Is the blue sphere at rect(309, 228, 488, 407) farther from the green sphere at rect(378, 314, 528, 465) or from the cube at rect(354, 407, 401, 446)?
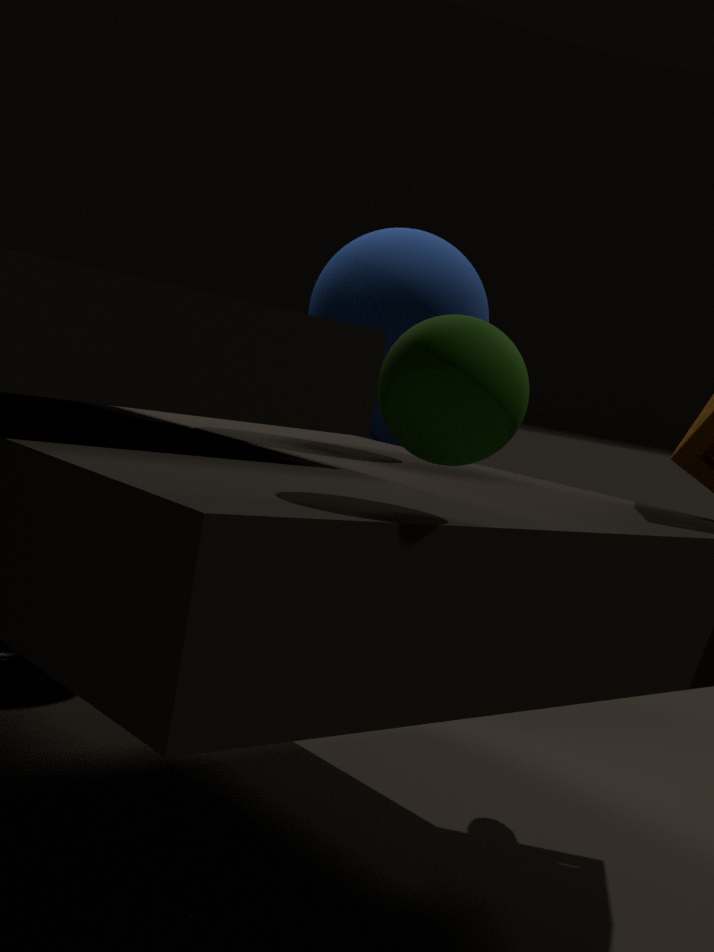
the green sphere at rect(378, 314, 528, 465)
